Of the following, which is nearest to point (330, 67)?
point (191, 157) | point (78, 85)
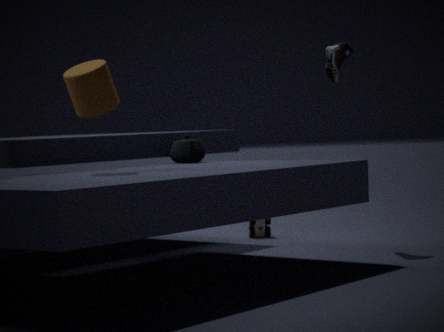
point (191, 157)
